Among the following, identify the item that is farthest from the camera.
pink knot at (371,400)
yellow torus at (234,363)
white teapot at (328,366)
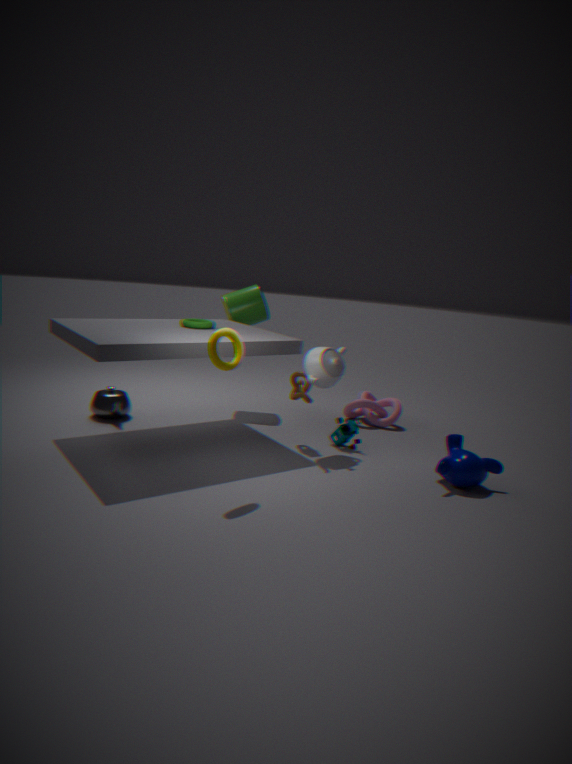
pink knot at (371,400)
